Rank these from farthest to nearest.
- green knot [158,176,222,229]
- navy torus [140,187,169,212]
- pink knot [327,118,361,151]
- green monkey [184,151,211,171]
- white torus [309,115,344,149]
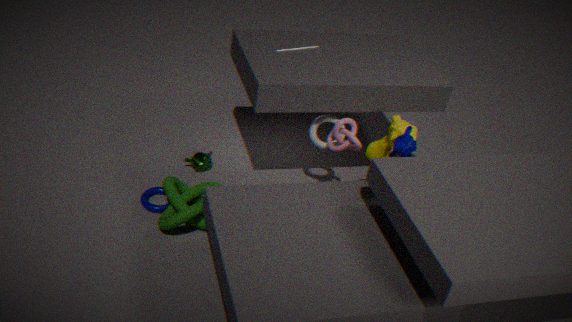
1. green monkey [184,151,211,171]
2. white torus [309,115,344,149]
3. navy torus [140,187,169,212]
4. pink knot [327,118,361,151]
5. green knot [158,176,222,229]
